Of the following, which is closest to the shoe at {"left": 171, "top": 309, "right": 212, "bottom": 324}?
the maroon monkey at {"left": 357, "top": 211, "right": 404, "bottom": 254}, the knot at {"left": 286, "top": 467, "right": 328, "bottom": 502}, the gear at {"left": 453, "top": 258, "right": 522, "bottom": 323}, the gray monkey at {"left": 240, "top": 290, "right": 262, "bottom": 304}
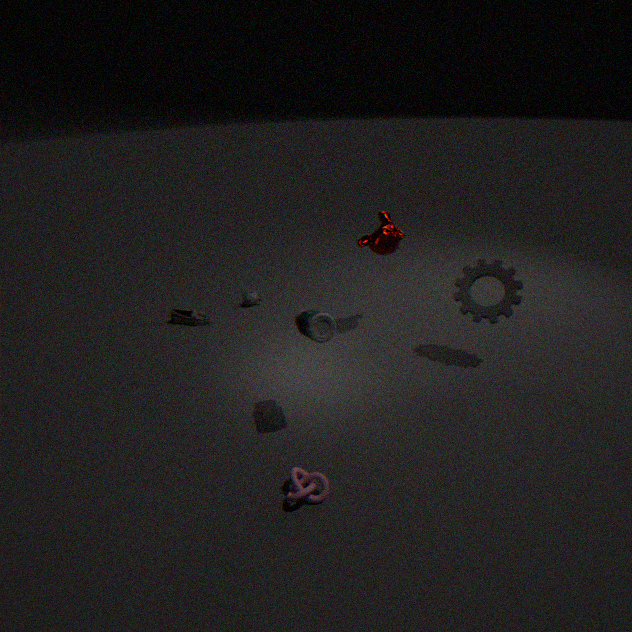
the gray monkey at {"left": 240, "top": 290, "right": 262, "bottom": 304}
